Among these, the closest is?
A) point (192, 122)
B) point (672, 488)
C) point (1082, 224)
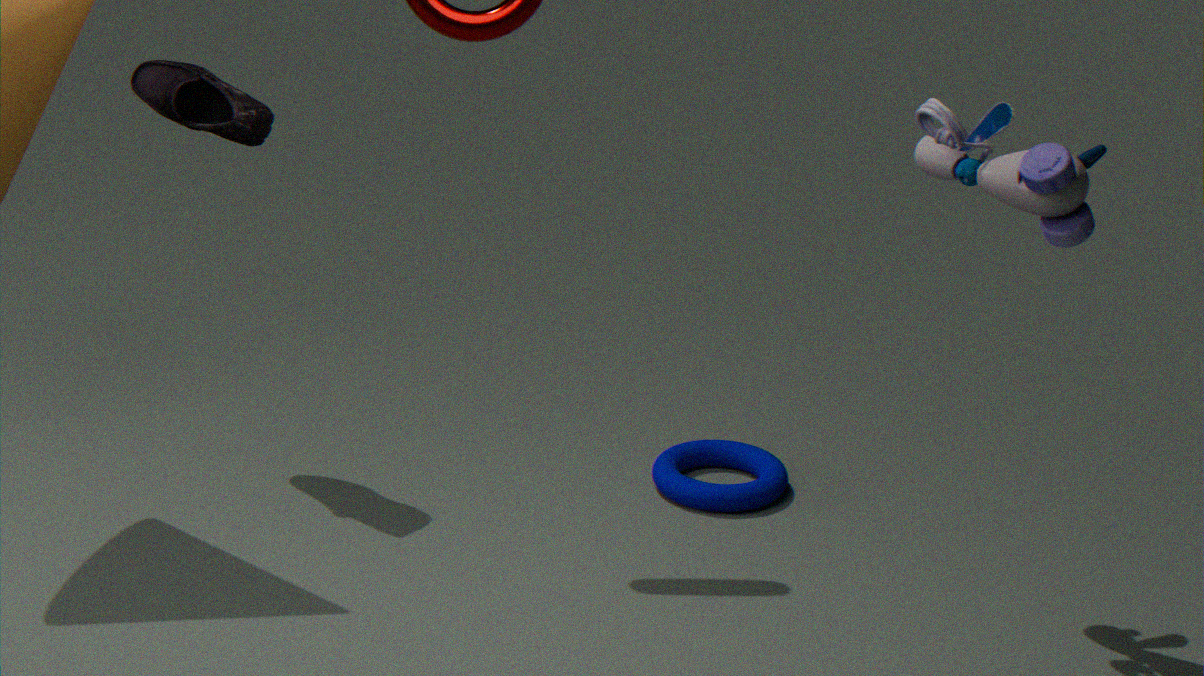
point (1082, 224)
